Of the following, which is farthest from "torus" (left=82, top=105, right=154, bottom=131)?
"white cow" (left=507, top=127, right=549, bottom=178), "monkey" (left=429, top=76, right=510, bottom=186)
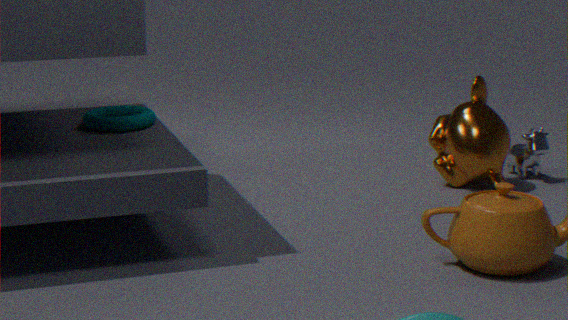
"white cow" (left=507, top=127, right=549, bottom=178)
